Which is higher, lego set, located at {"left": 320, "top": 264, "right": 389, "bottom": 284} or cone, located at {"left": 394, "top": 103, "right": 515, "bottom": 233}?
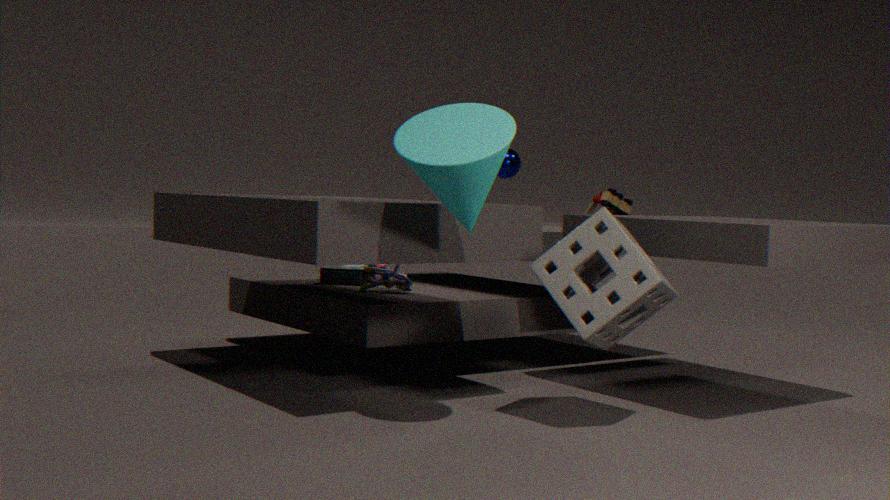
cone, located at {"left": 394, "top": 103, "right": 515, "bottom": 233}
